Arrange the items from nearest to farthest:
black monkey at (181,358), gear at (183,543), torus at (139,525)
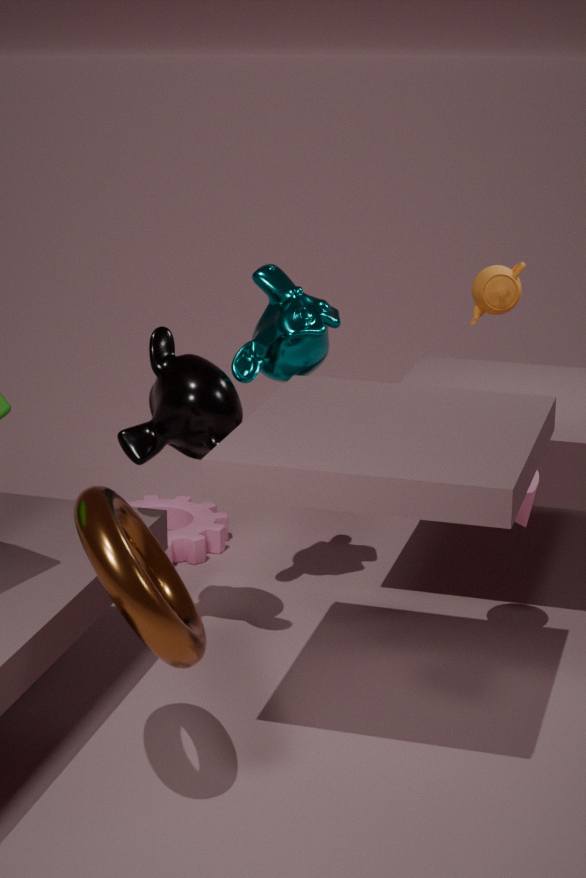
torus at (139,525) < black monkey at (181,358) < gear at (183,543)
